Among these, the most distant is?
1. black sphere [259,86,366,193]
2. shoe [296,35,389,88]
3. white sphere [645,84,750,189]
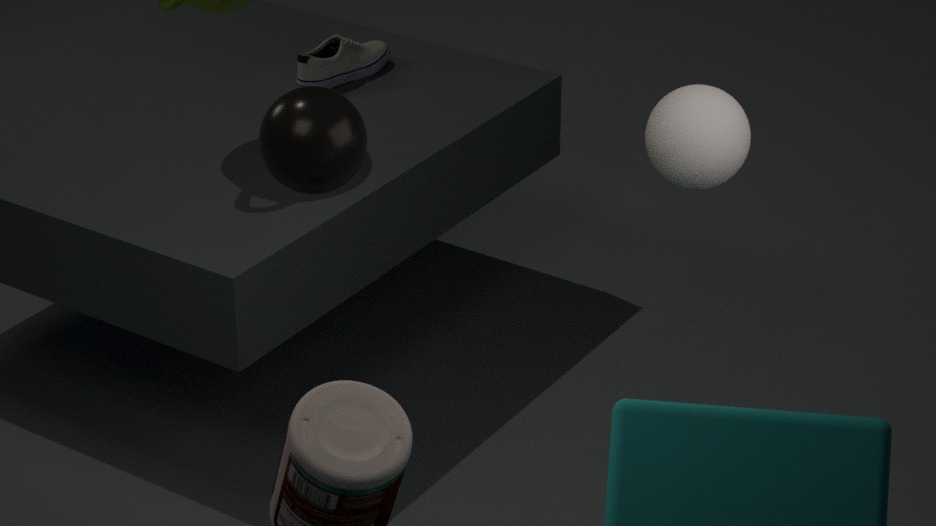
shoe [296,35,389,88]
